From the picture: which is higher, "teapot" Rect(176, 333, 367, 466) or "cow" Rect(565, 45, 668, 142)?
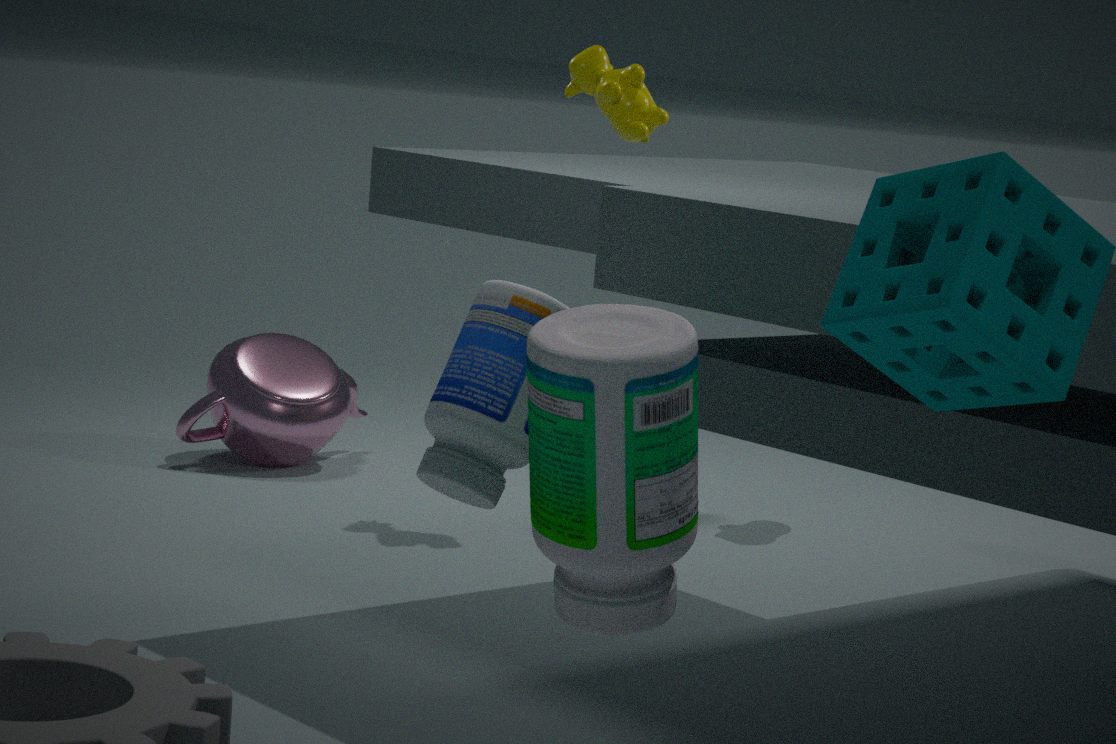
"cow" Rect(565, 45, 668, 142)
